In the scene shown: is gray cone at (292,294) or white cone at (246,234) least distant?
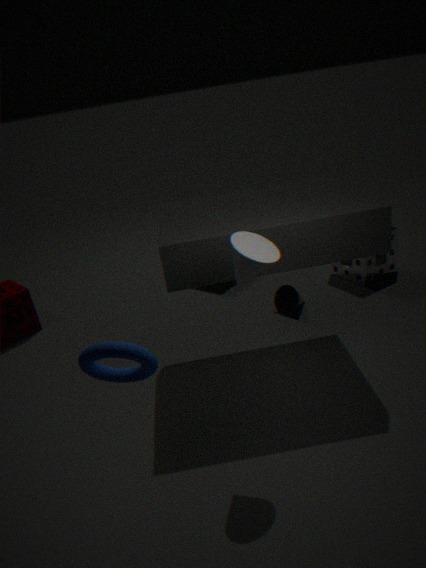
white cone at (246,234)
